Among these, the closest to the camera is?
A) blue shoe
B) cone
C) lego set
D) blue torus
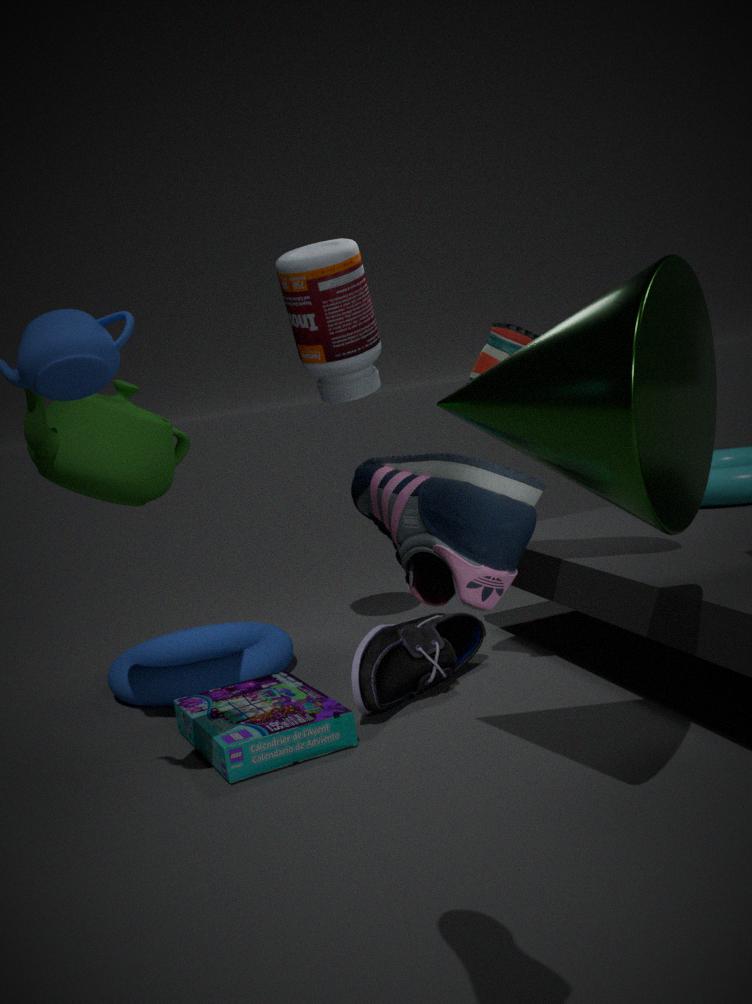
blue shoe
